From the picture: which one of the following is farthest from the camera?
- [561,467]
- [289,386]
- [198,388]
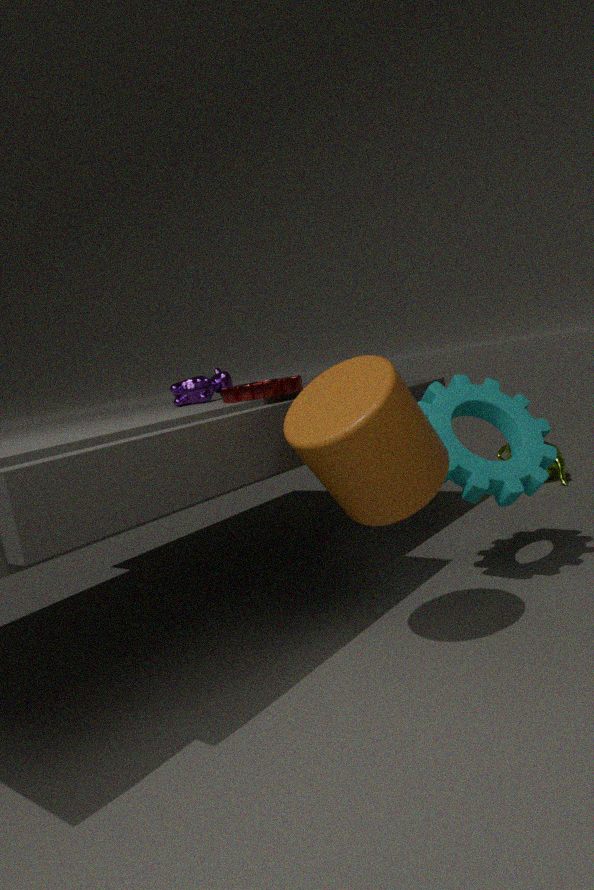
[561,467]
